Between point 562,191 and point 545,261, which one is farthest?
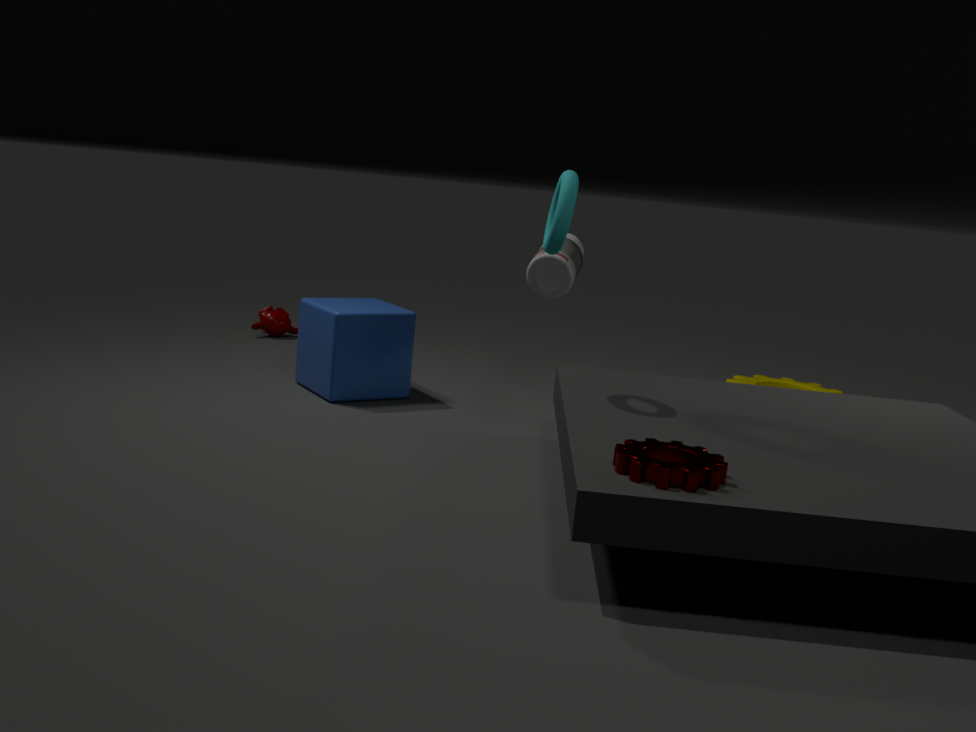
point 545,261
